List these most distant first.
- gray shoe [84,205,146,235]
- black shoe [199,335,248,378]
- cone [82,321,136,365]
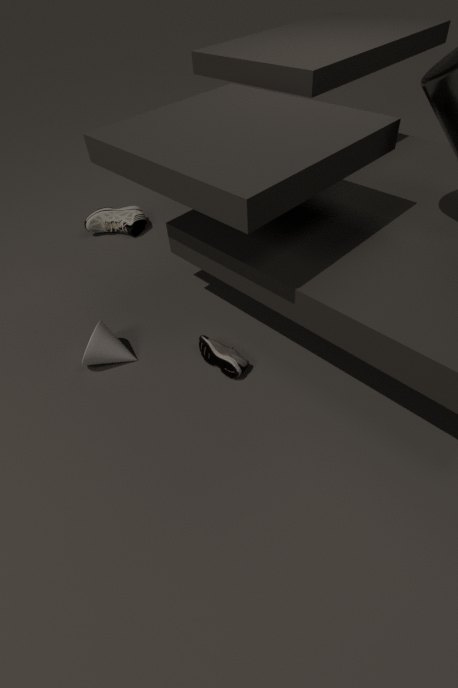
1. gray shoe [84,205,146,235]
2. cone [82,321,136,365]
3. black shoe [199,335,248,378]
